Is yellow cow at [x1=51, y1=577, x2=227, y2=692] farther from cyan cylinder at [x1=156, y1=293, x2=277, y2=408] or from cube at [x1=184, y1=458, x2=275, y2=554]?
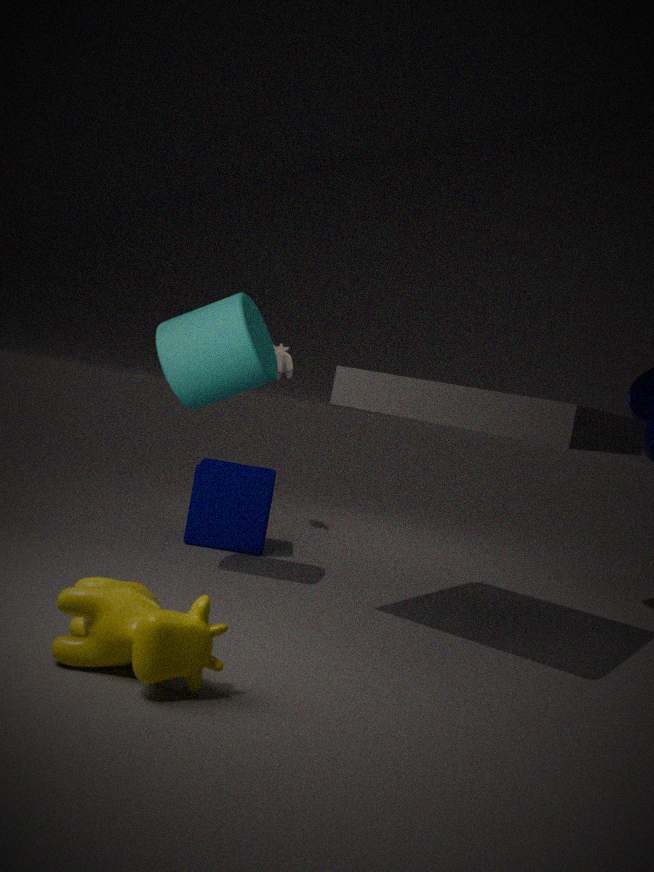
cube at [x1=184, y1=458, x2=275, y2=554]
